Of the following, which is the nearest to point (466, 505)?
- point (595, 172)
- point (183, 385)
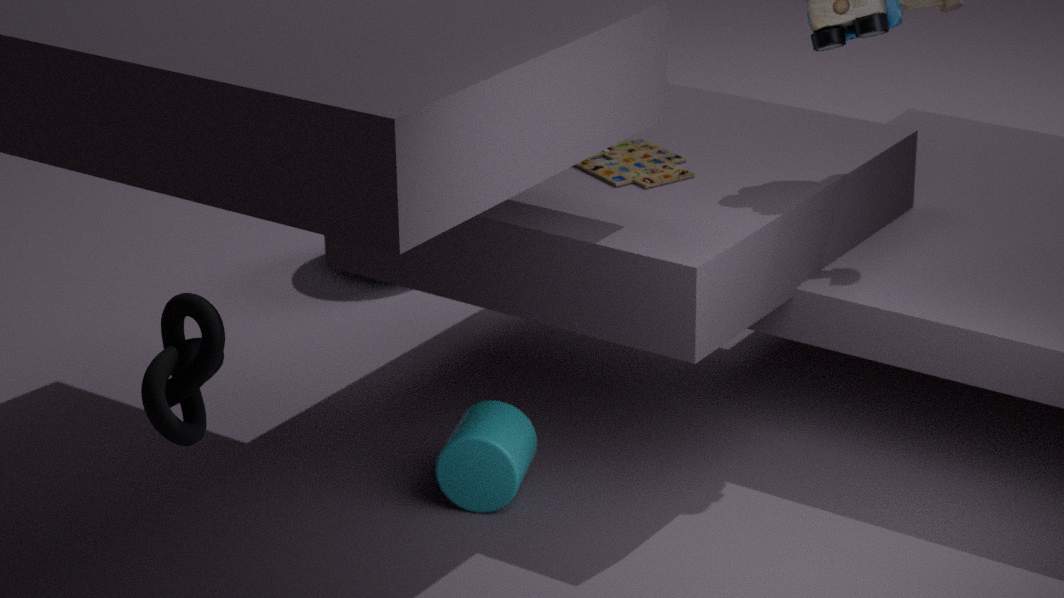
point (595, 172)
